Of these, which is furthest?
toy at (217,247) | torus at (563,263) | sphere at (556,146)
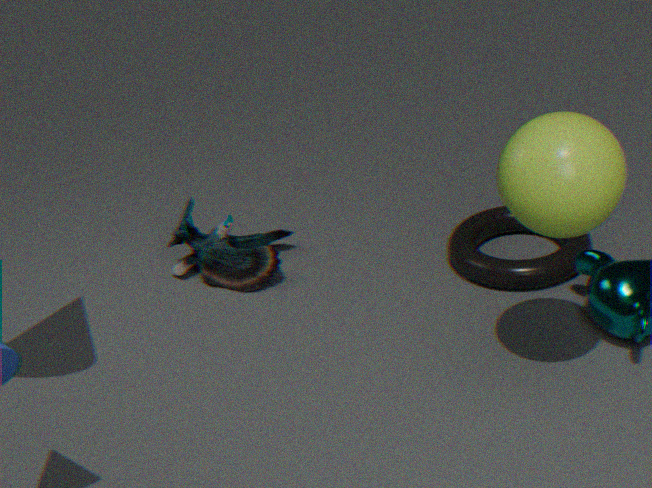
toy at (217,247)
